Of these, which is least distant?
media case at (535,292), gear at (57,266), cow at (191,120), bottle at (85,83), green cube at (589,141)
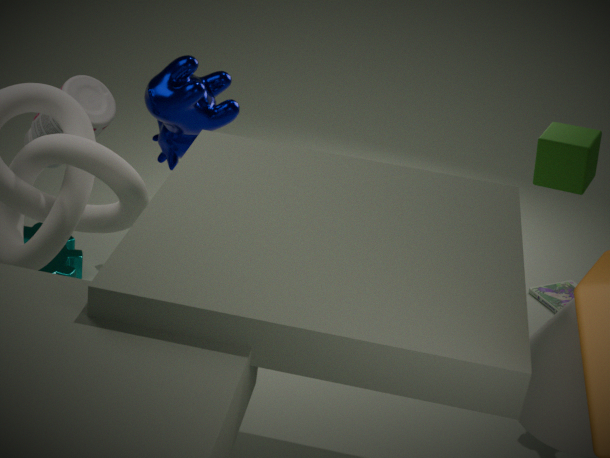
bottle at (85,83)
